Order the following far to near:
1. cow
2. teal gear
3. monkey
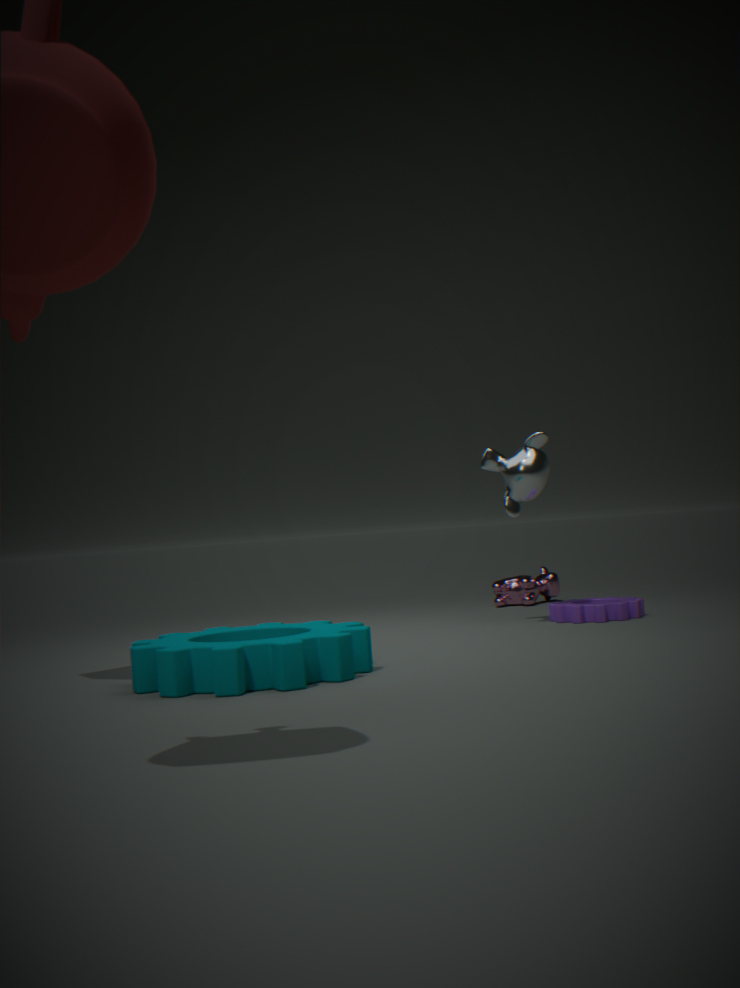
cow, monkey, teal gear
